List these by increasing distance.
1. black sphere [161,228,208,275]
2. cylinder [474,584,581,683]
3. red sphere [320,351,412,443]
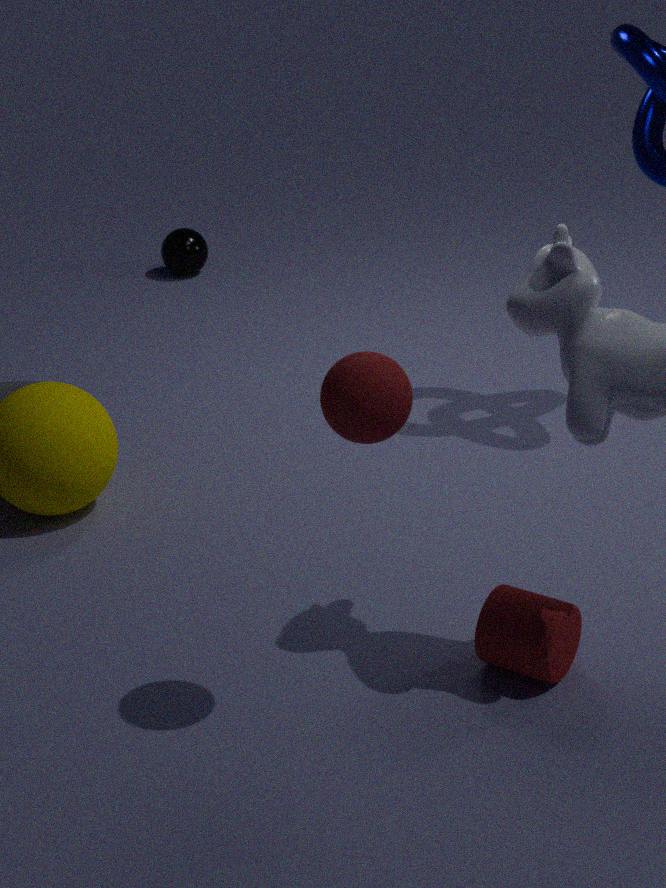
red sphere [320,351,412,443] → cylinder [474,584,581,683] → black sphere [161,228,208,275]
